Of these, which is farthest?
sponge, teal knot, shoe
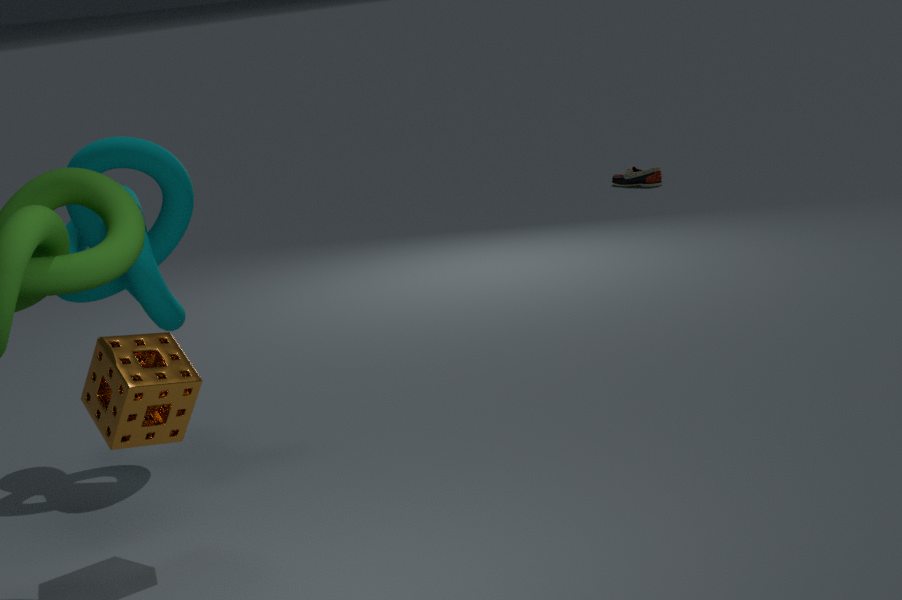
shoe
